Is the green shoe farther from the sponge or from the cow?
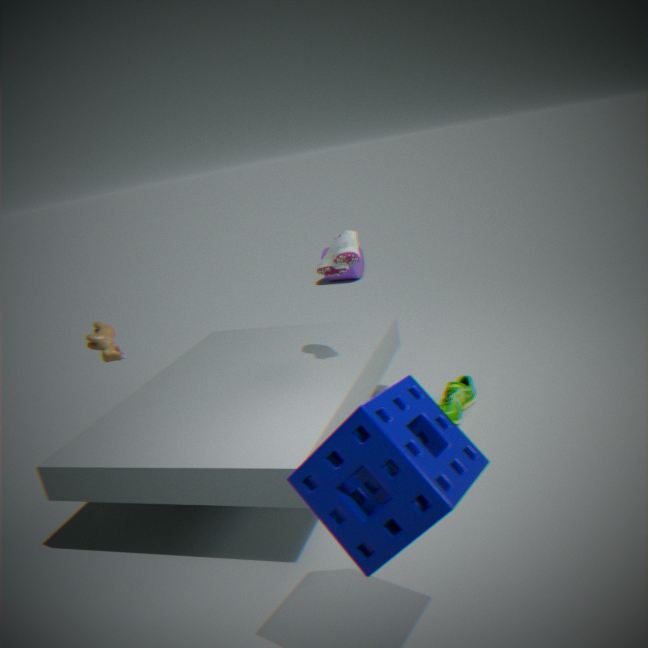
the cow
